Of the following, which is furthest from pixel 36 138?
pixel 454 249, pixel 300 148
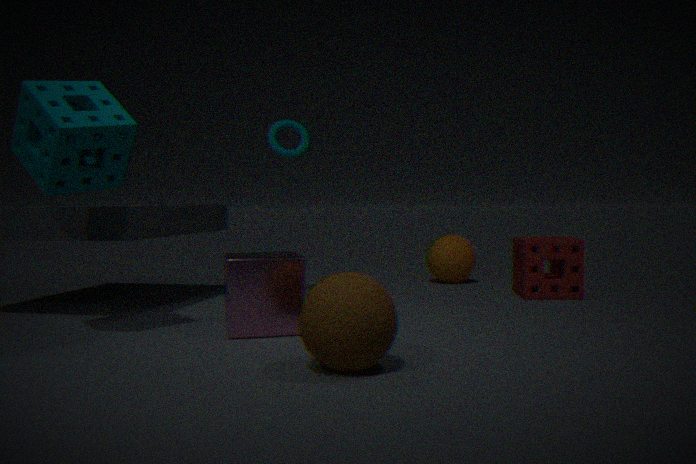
pixel 454 249
